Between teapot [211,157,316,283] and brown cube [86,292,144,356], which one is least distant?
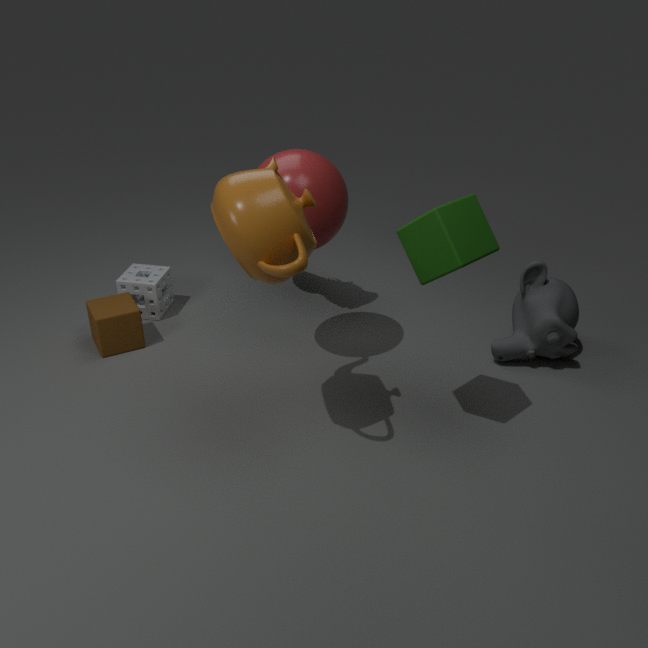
teapot [211,157,316,283]
